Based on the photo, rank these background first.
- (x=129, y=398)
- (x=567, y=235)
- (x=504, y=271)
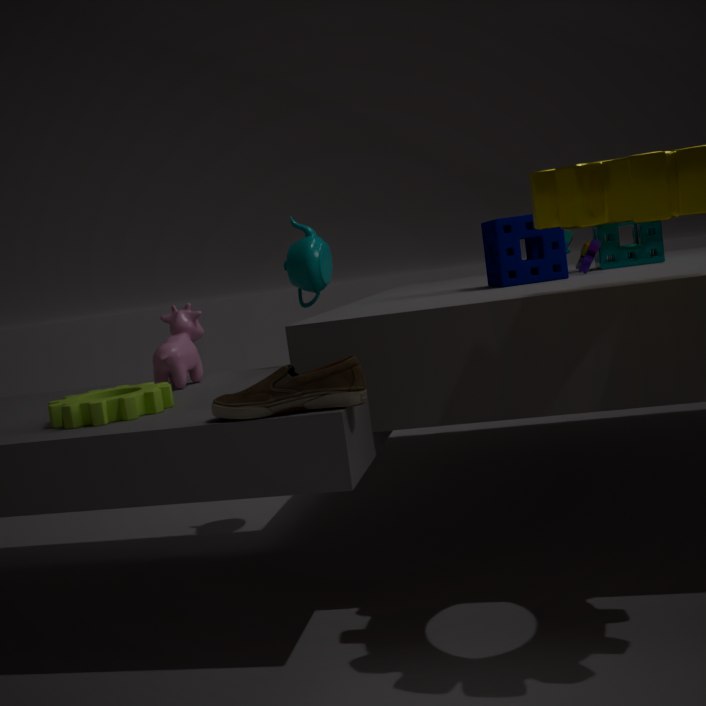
(x=567, y=235) < (x=504, y=271) < (x=129, y=398)
